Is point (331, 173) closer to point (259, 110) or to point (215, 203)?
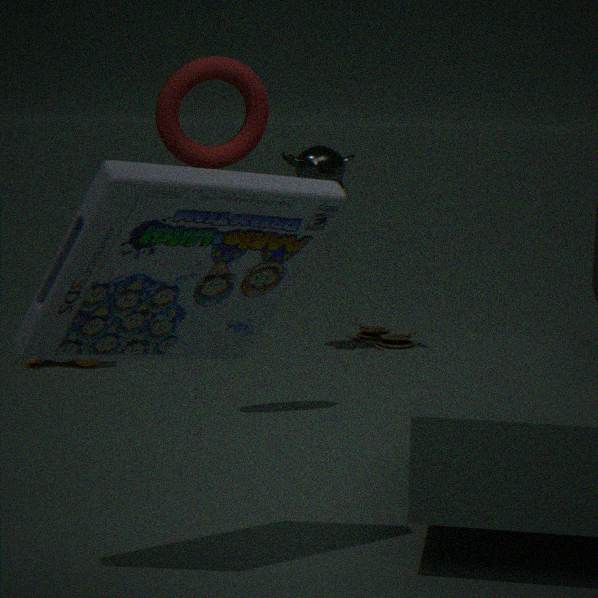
point (259, 110)
